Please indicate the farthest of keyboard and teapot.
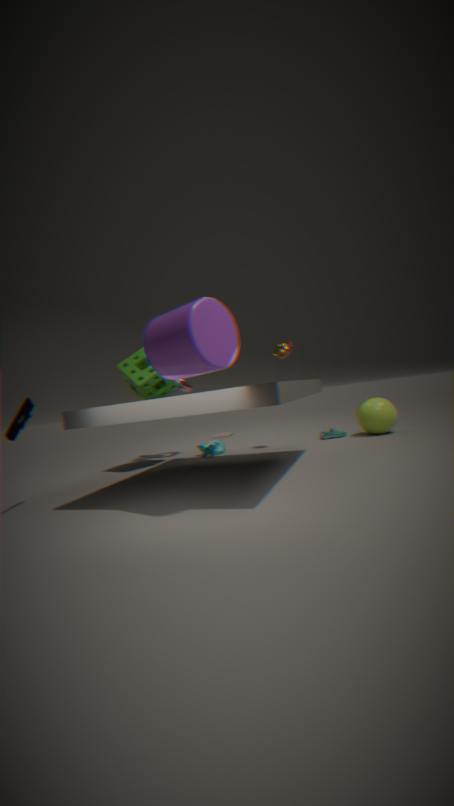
teapot
